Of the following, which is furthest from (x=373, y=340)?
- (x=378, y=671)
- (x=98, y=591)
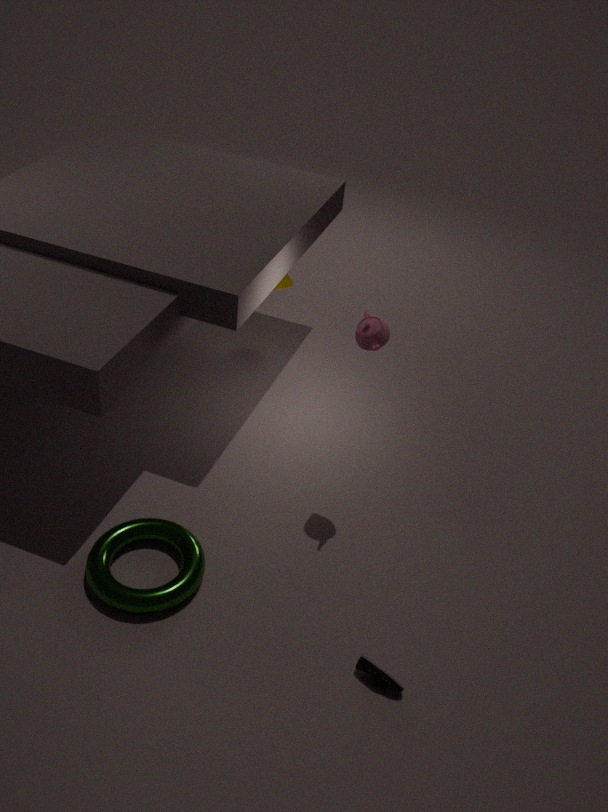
(x=378, y=671)
